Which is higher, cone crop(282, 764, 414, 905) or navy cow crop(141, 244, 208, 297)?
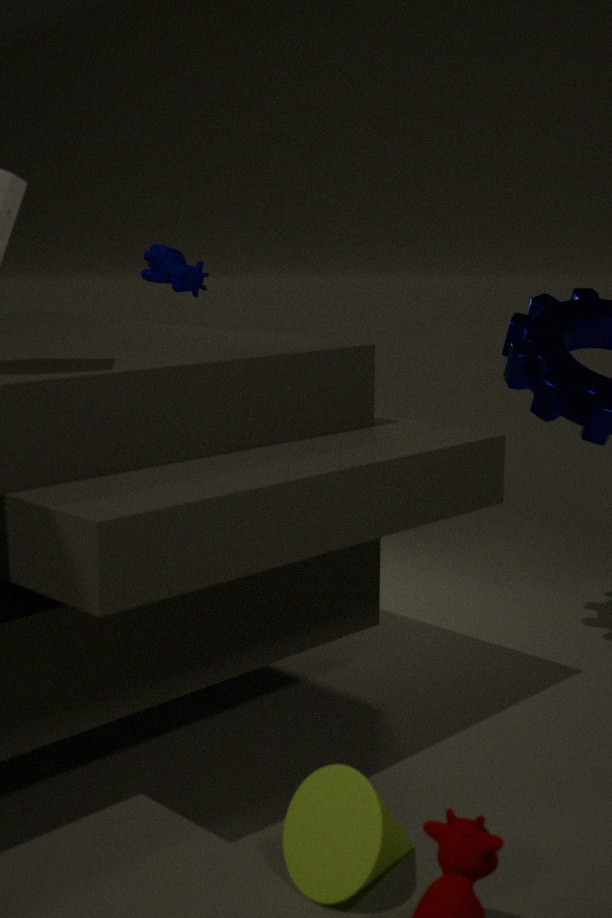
navy cow crop(141, 244, 208, 297)
